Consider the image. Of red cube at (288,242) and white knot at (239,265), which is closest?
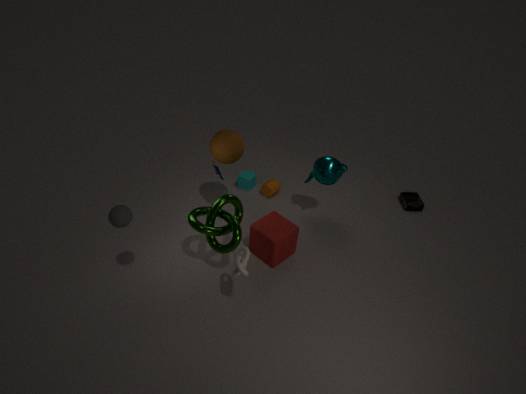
white knot at (239,265)
